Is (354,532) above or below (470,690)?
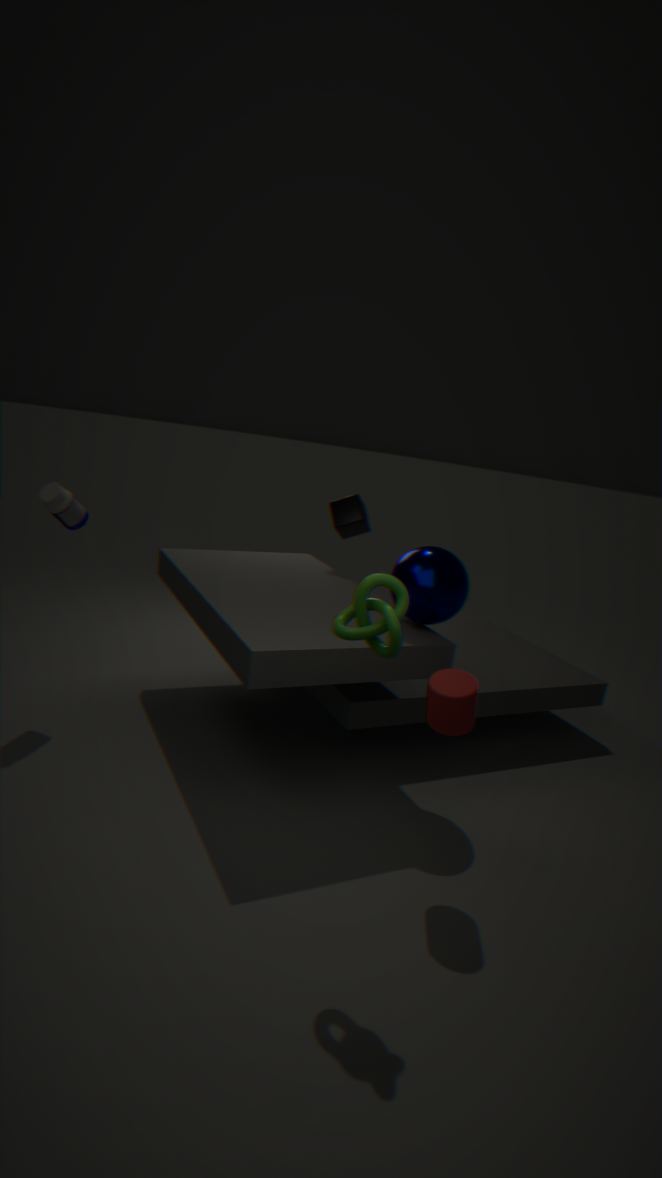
above
